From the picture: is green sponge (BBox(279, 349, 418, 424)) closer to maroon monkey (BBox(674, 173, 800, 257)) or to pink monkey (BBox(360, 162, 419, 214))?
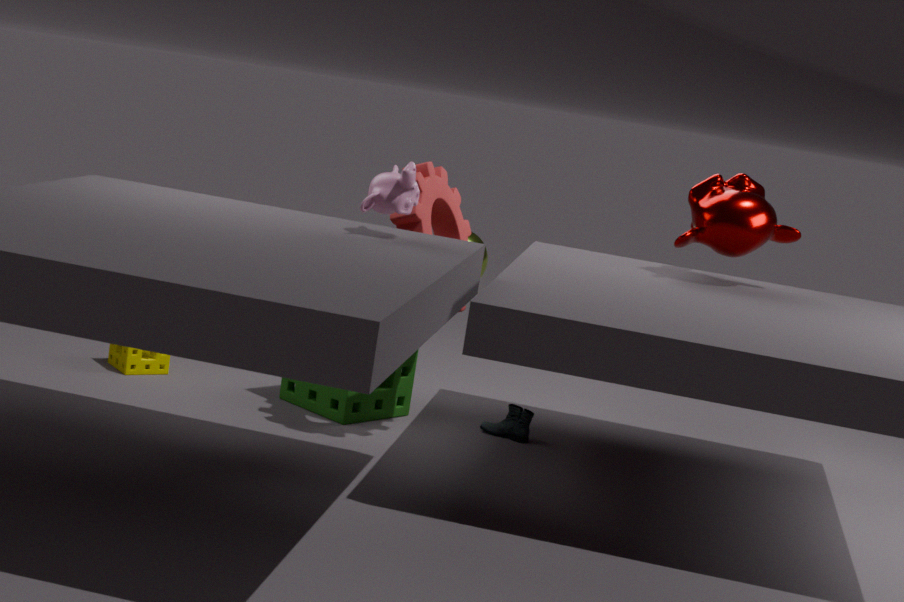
pink monkey (BBox(360, 162, 419, 214))
